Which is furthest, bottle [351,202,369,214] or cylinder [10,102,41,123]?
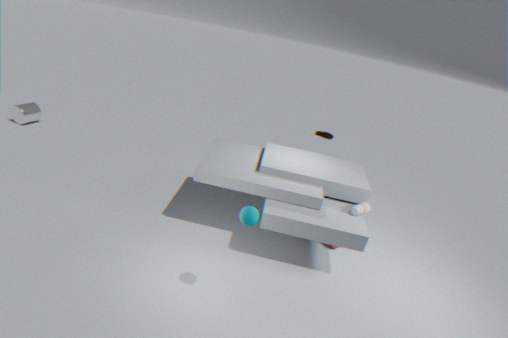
cylinder [10,102,41,123]
